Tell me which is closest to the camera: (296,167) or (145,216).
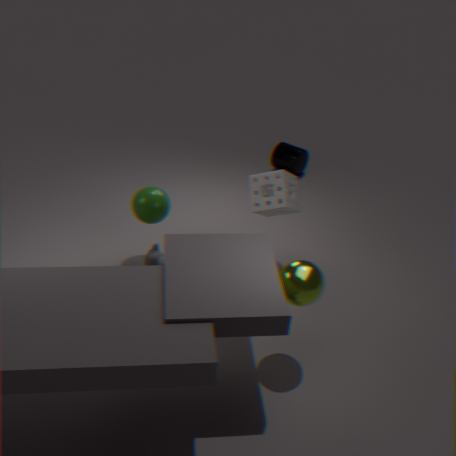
(145,216)
